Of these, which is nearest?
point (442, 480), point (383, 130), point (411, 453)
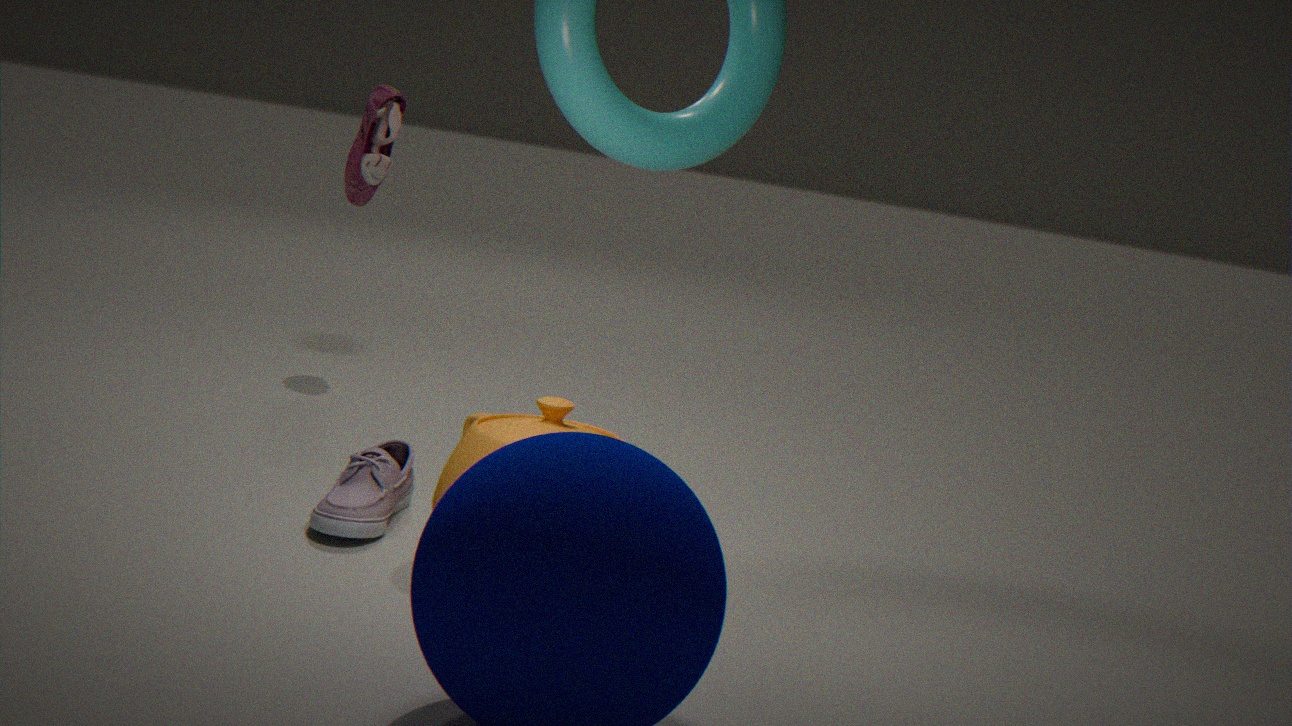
point (442, 480)
